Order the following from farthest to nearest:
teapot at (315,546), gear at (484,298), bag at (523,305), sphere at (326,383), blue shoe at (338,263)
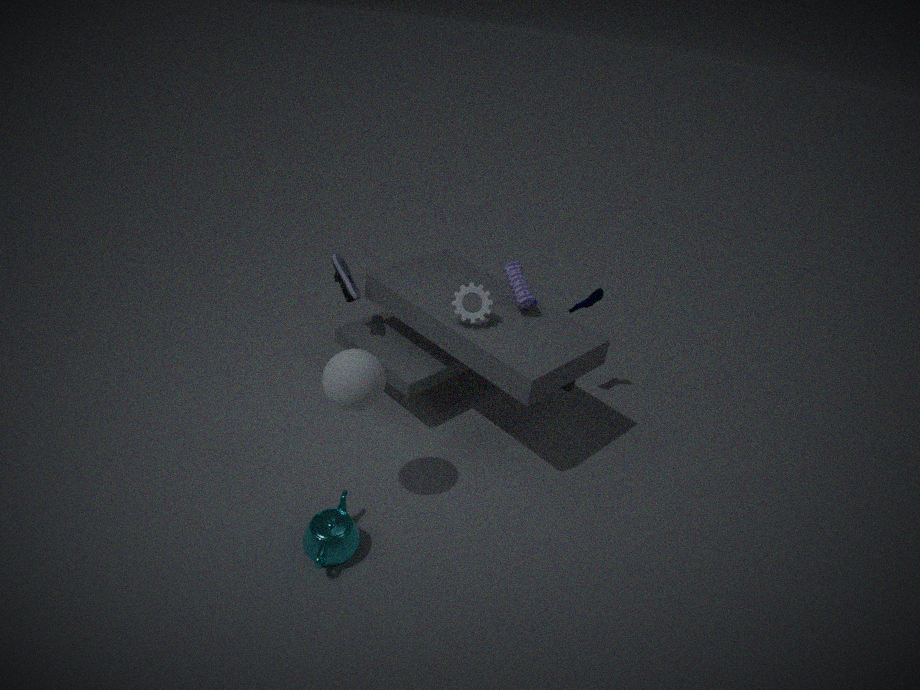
blue shoe at (338,263) < bag at (523,305) < gear at (484,298) < teapot at (315,546) < sphere at (326,383)
